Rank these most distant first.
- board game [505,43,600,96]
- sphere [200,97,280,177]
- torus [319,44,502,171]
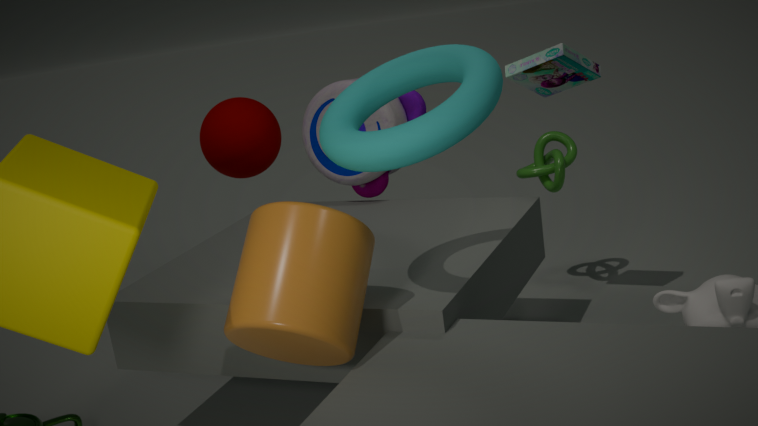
sphere [200,97,280,177], board game [505,43,600,96], torus [319,44,502,171]
